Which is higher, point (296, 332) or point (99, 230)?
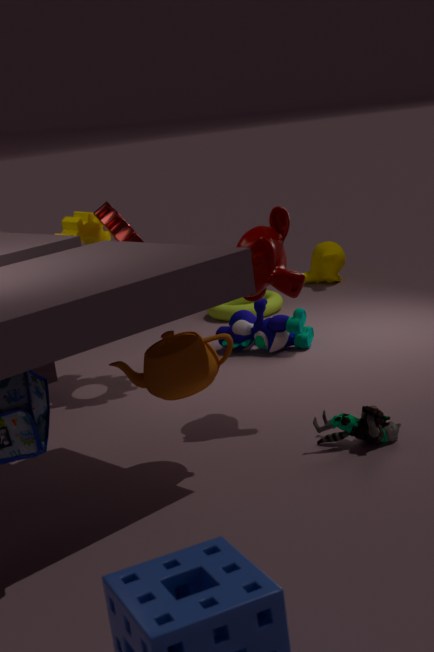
point (99, 230)
